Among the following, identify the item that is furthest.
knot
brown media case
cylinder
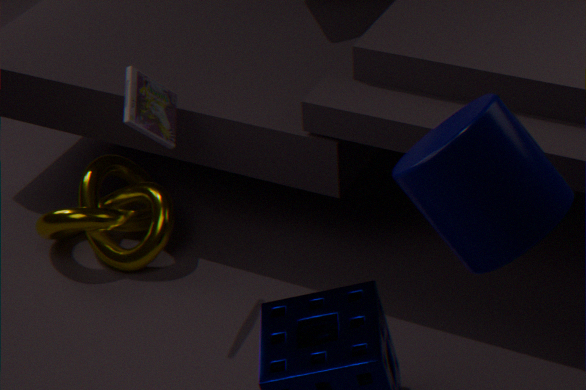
knot
